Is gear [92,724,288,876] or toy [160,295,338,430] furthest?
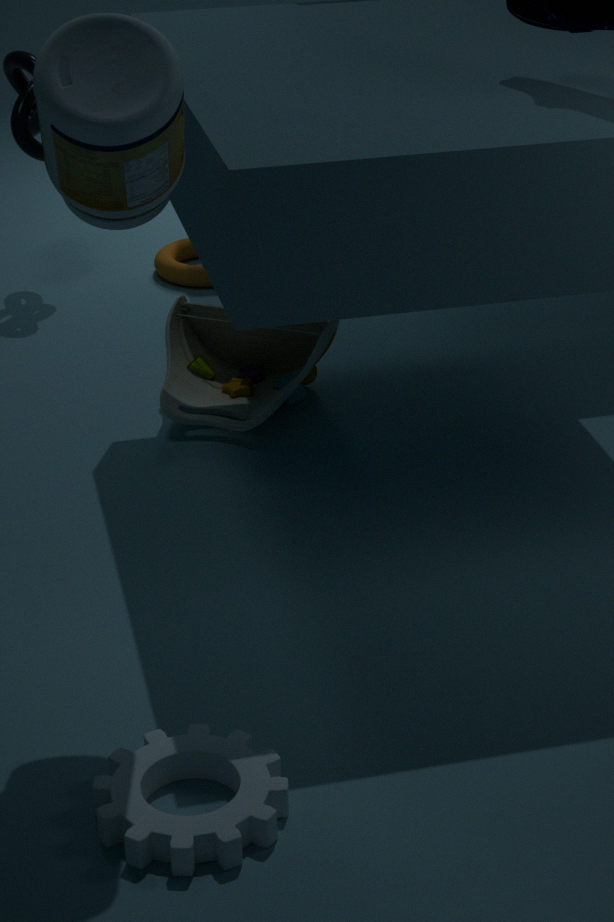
toy [160,295,338,430]
